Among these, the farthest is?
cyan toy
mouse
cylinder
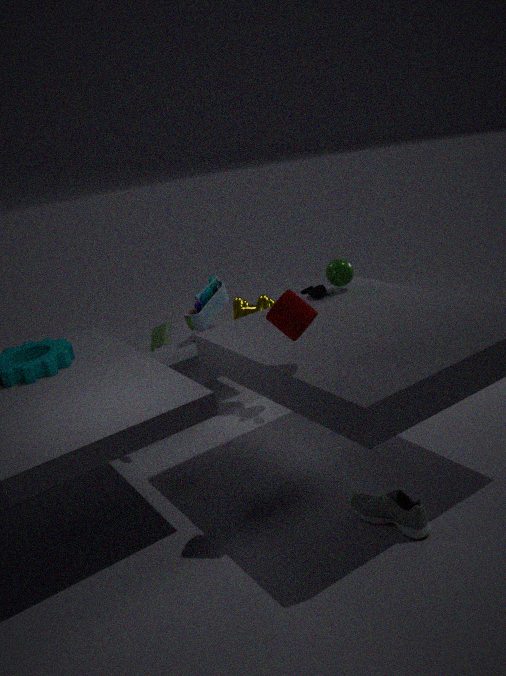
cyan toy
